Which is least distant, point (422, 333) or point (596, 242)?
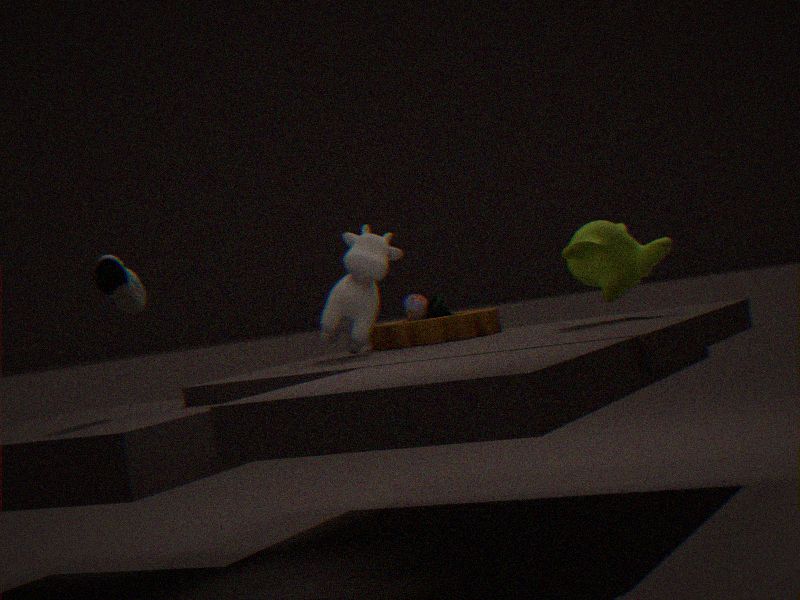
point (596, 242)
